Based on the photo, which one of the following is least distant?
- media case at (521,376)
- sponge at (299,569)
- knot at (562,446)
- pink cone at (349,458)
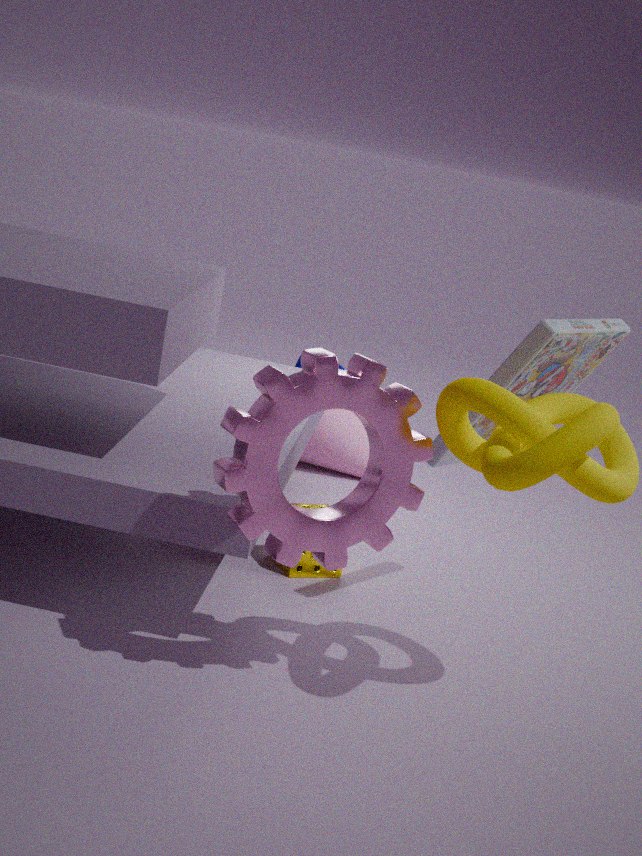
knot at (562,446)
